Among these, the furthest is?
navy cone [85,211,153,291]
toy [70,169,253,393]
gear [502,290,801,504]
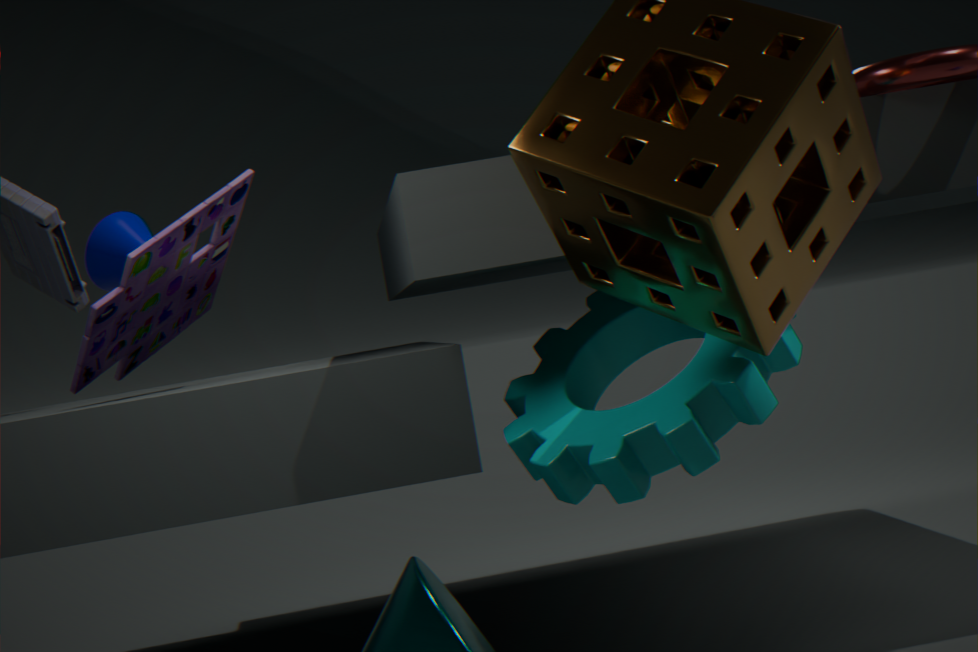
navy cone [85,211,153,291]
